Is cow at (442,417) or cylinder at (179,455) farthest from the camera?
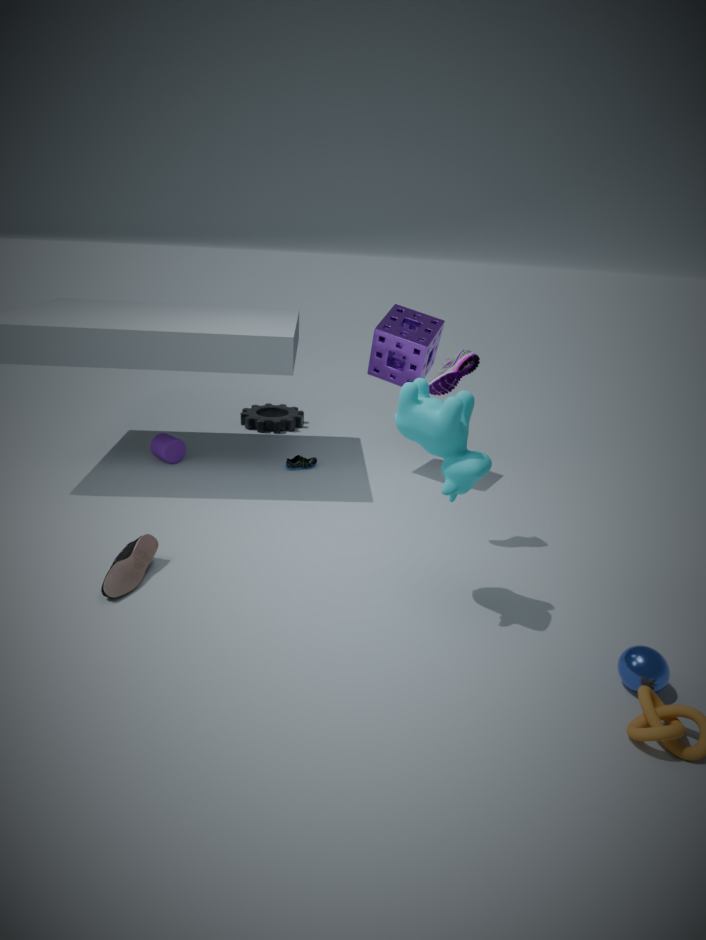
cylinder at (179,455)
